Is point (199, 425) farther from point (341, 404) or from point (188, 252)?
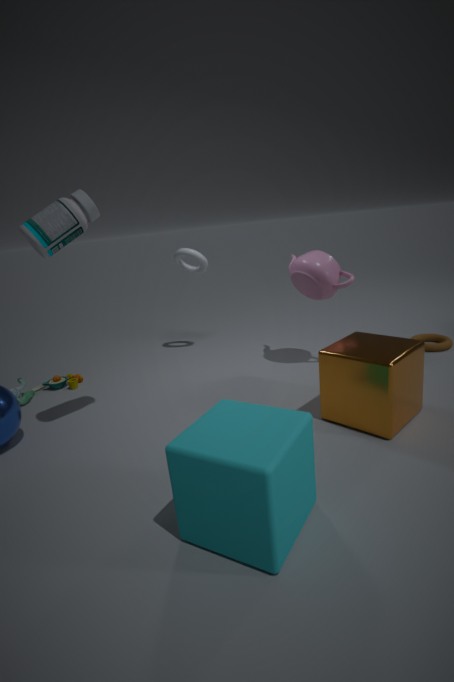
point (188, 252)
